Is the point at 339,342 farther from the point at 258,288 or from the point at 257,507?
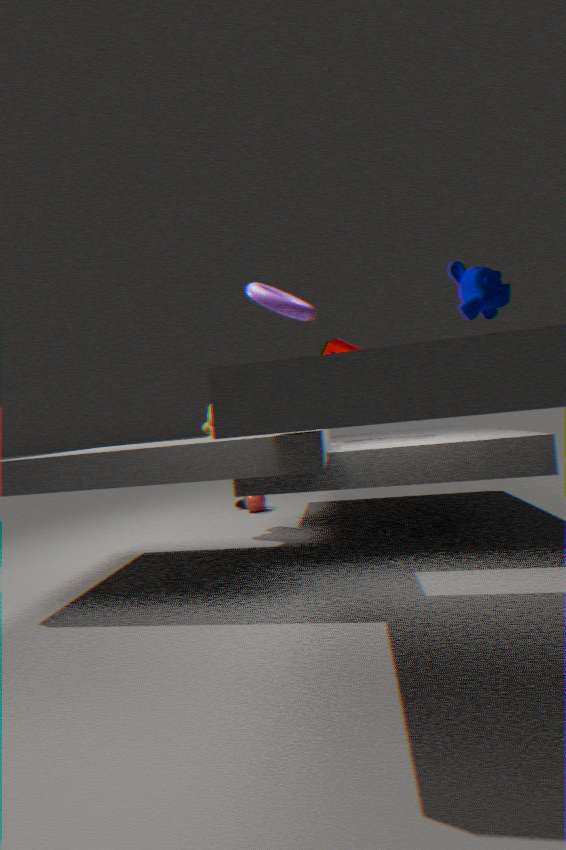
the point at 257,507
